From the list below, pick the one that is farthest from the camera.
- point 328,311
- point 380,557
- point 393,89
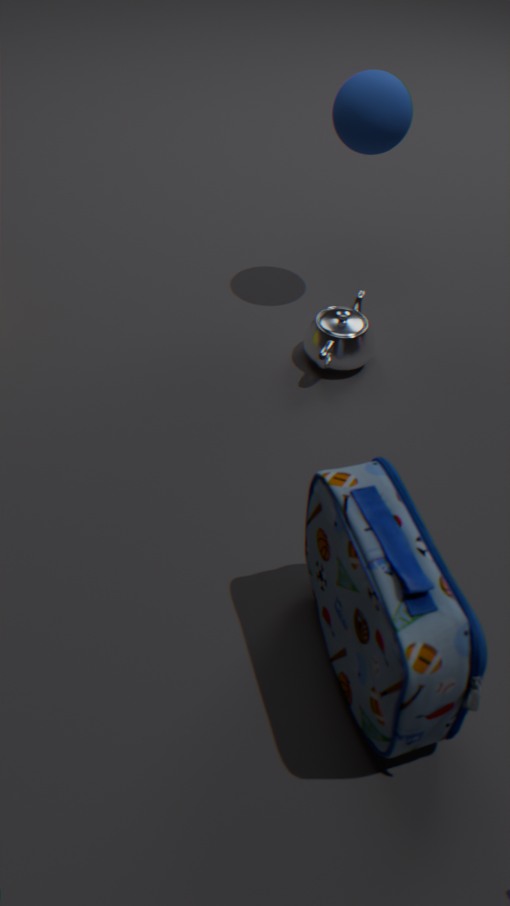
point 328,311
